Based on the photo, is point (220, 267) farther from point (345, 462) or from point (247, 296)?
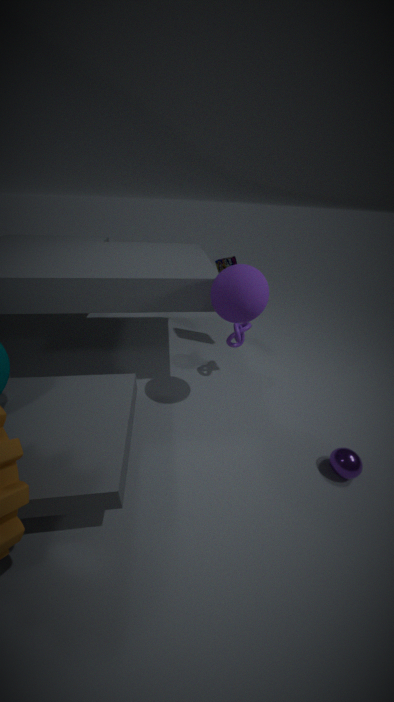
point (345, 462)
